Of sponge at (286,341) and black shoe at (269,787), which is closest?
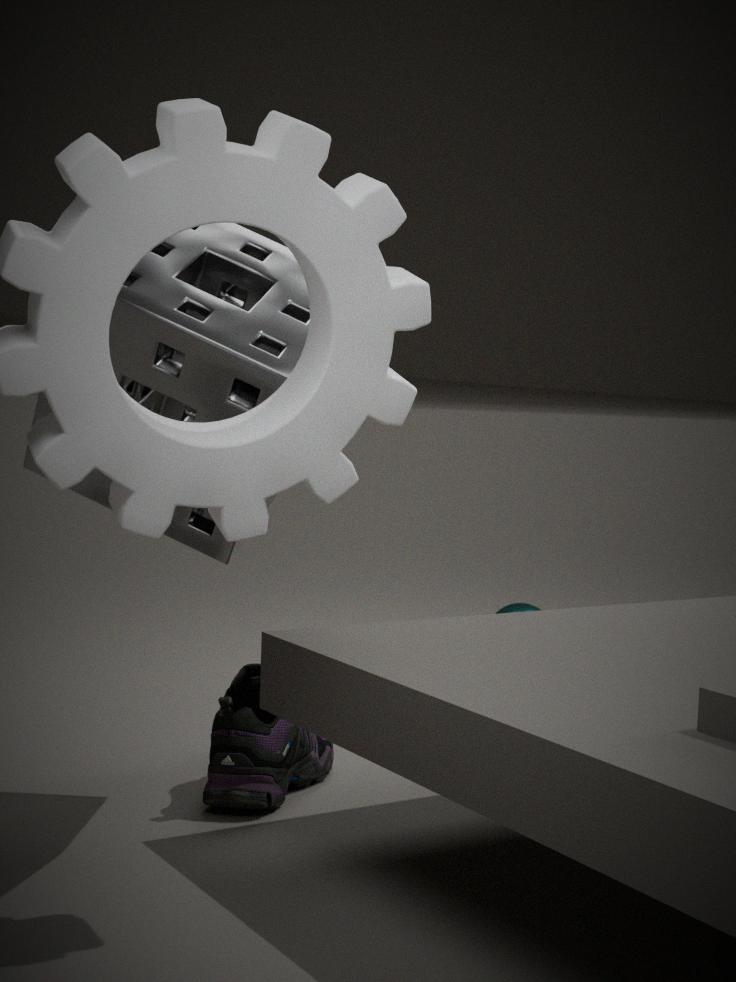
sponge at (286,341)
